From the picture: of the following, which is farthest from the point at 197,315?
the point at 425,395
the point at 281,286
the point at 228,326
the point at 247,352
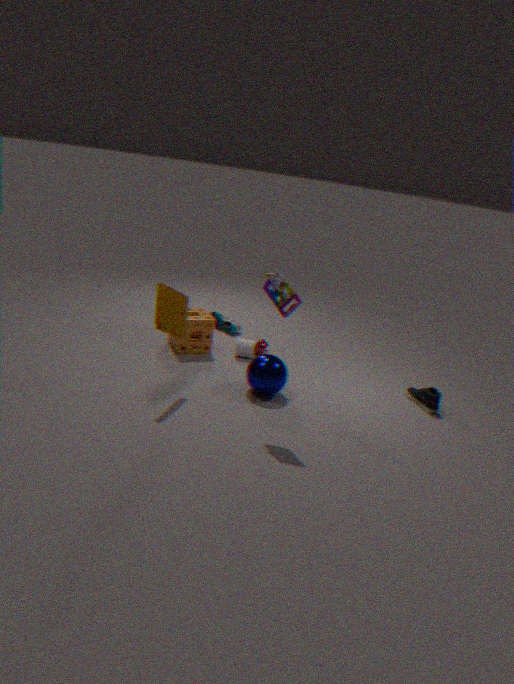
the point at 425,395
